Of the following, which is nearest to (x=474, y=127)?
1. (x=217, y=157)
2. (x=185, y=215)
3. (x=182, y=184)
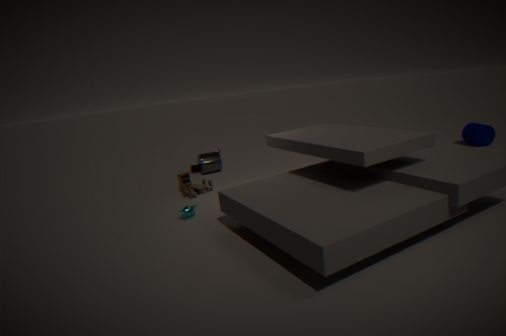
(x=217, y=157)
